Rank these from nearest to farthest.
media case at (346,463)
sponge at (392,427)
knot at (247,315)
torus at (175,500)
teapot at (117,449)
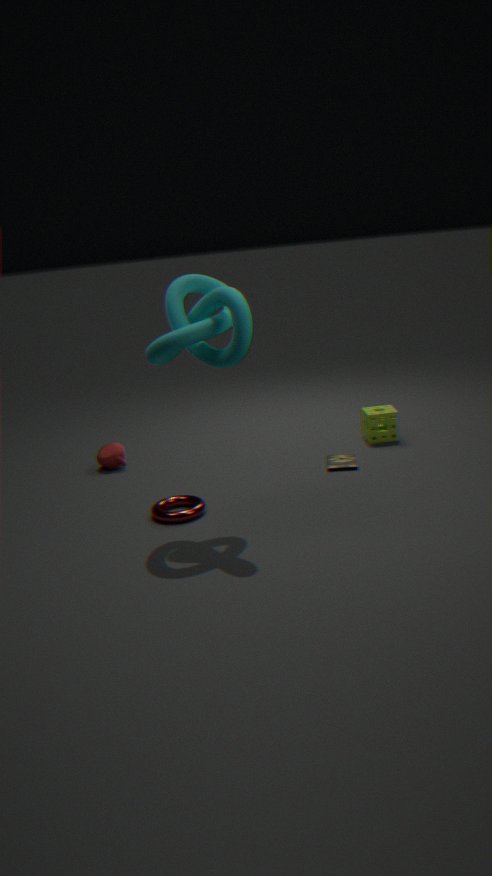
knot at (247,315)
torus at (175,500)
media case at (346,463)
teapot at (117,449)
sponge at (392,427)
